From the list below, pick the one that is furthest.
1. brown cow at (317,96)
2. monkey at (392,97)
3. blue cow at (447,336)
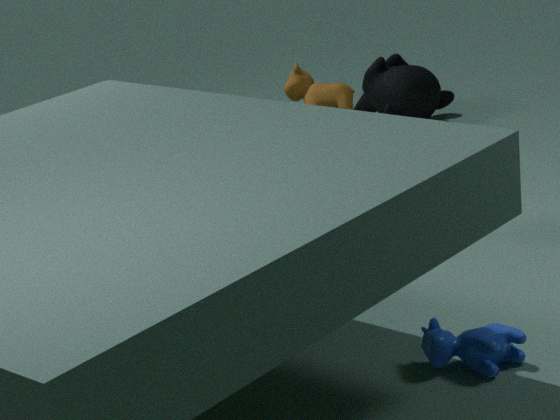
monkey at (392,97)
